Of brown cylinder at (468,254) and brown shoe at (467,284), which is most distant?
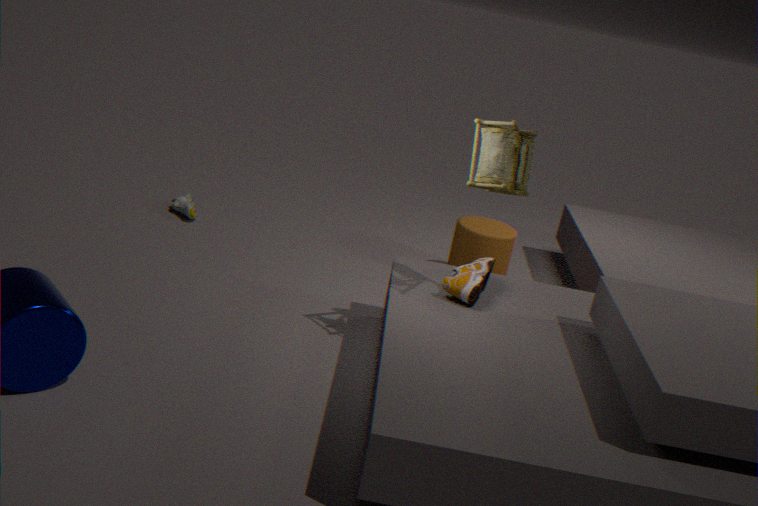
brown cylinder at (468,254)
